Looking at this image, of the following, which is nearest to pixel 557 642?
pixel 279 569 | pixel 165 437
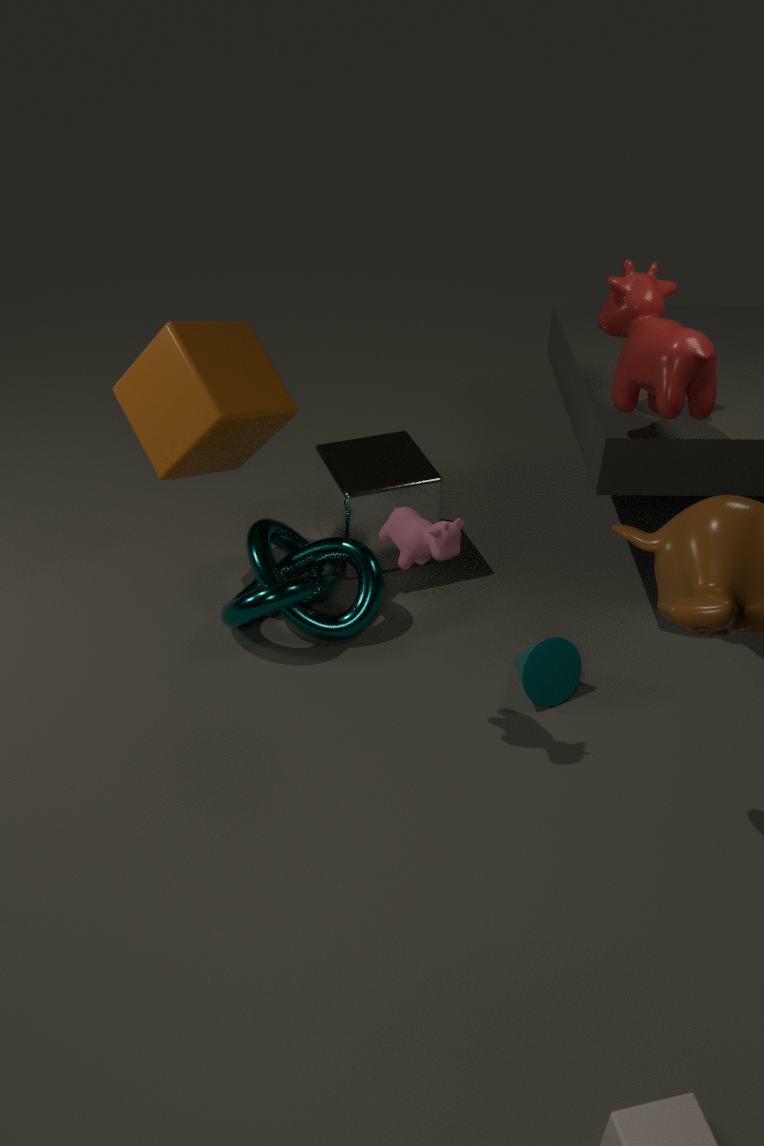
pixel 279 569
